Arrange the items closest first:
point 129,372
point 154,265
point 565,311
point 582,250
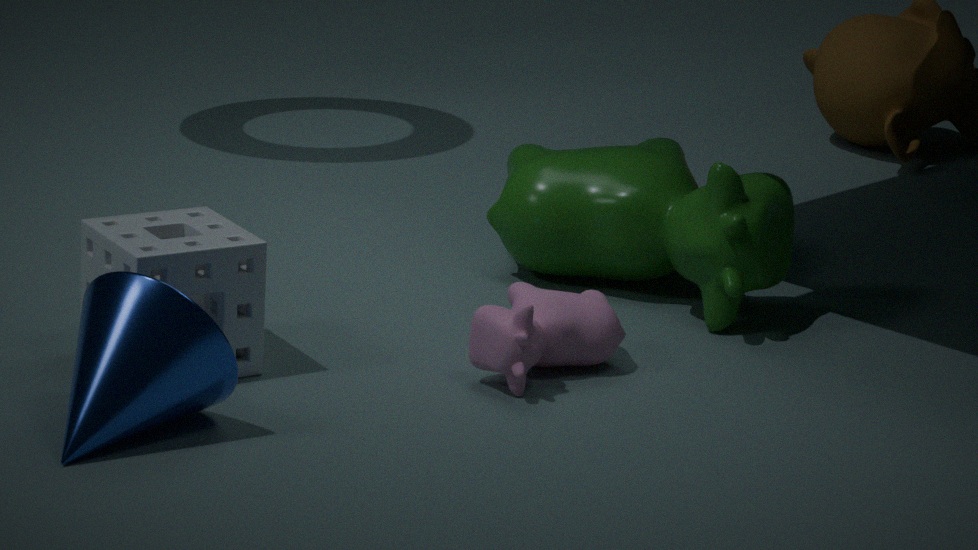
point 129,372 → point 154,265 → point 565,311 → point 582,250
